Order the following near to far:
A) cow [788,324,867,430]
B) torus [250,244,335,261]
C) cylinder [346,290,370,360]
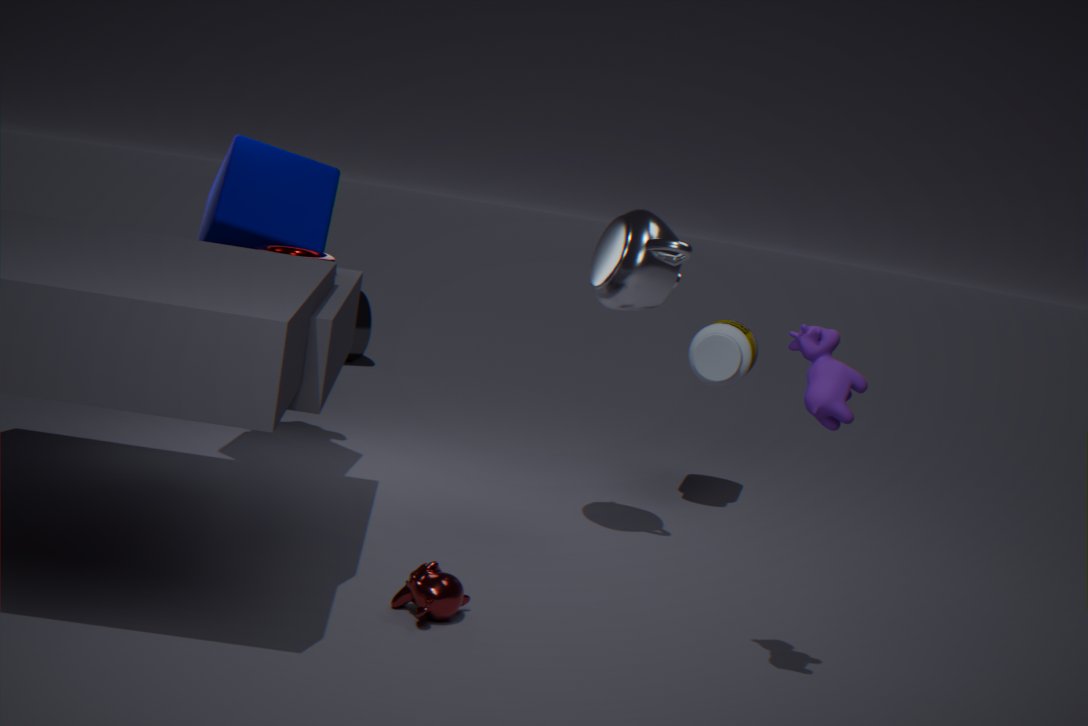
1. cow [788,324,867,430]
2. torus [250,244,335,261]
3. cylinder [346,290,370,360]
